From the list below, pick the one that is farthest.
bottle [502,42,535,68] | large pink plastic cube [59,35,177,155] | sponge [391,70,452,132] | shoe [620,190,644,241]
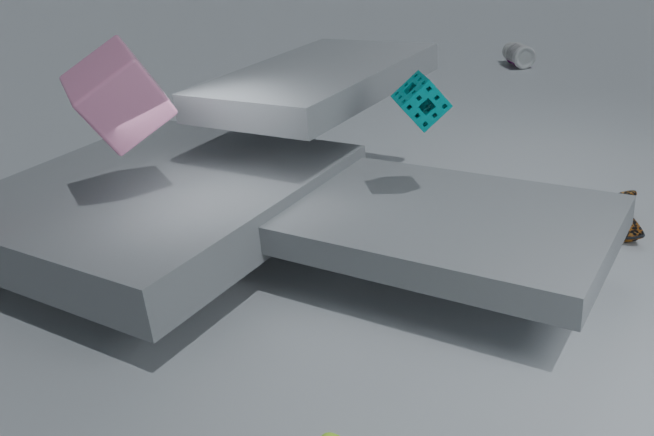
bottle [502,42,535,68]
